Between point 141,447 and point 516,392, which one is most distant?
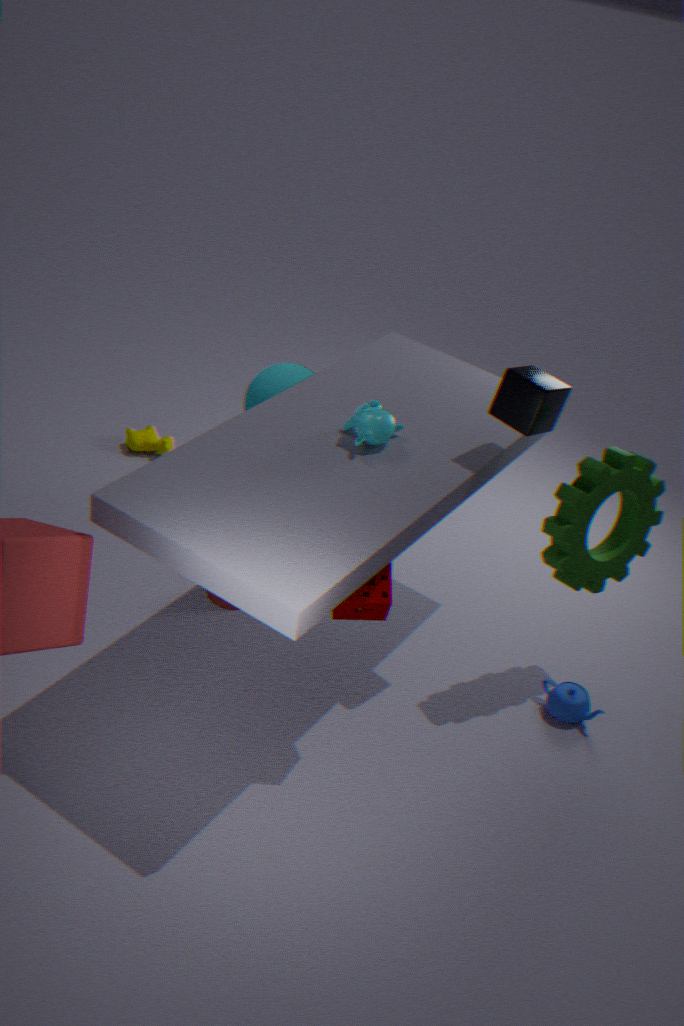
point 141,447
